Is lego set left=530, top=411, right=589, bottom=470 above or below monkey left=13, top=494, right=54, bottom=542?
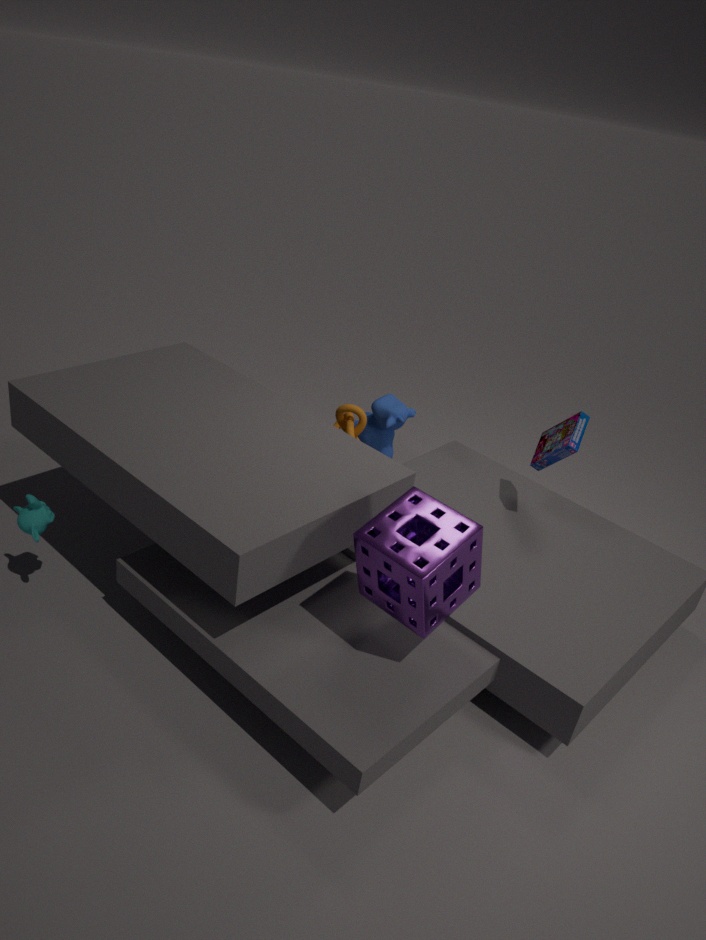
above
